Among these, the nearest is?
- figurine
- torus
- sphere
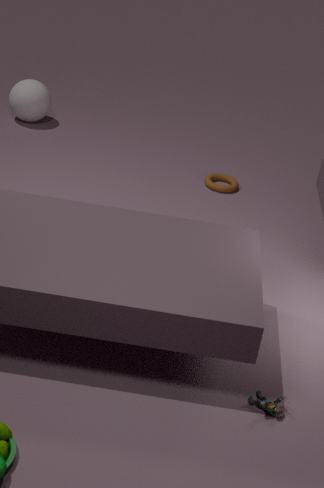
figurine
